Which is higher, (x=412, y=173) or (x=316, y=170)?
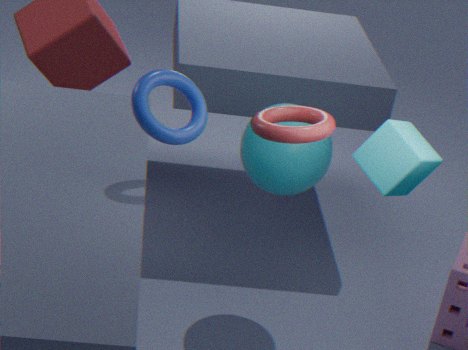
(x=412, y=173)
